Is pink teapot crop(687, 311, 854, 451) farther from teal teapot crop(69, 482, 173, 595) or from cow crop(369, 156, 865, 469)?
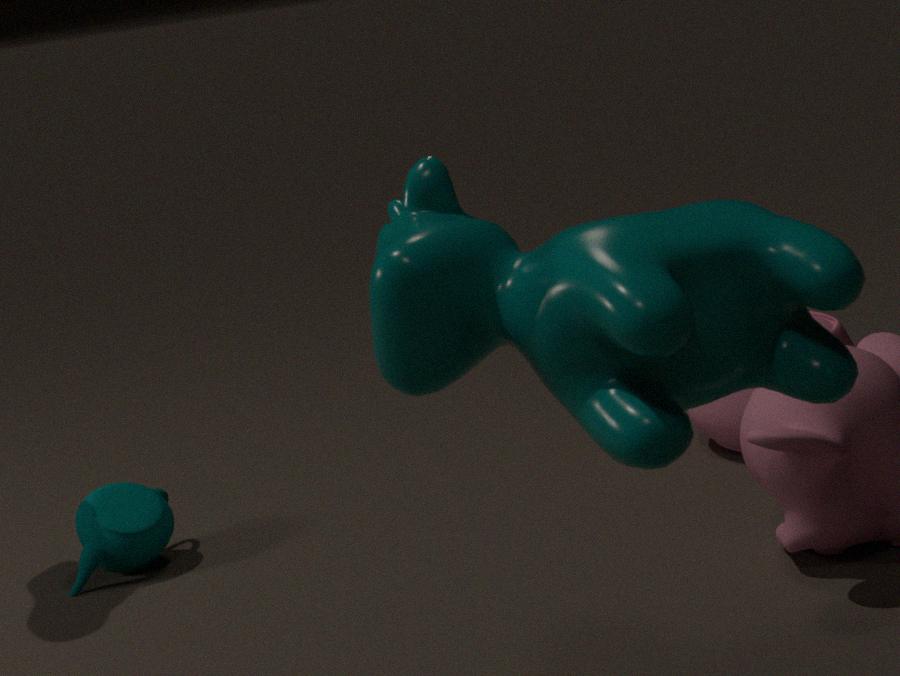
cow crop(369, 156, 865, 469)
